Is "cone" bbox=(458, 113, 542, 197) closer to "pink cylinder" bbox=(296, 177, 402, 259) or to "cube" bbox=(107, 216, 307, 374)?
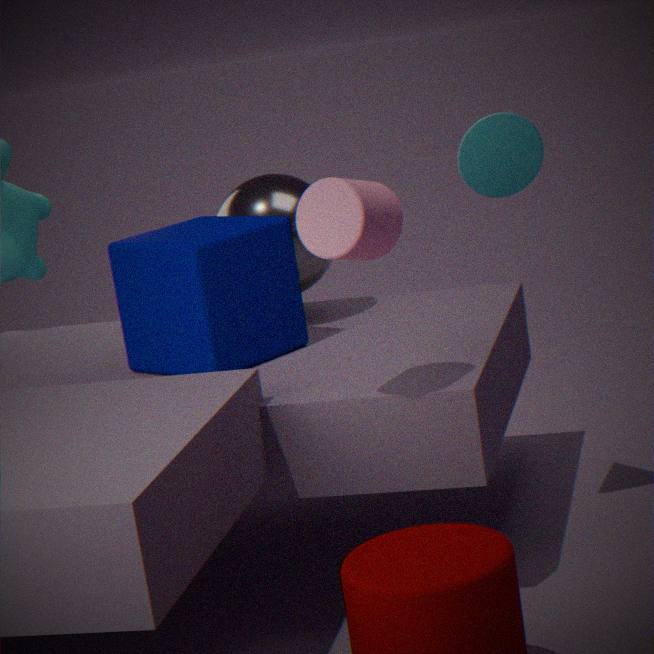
"pink cylinder" bbox=(296, 177, 402, 259)
